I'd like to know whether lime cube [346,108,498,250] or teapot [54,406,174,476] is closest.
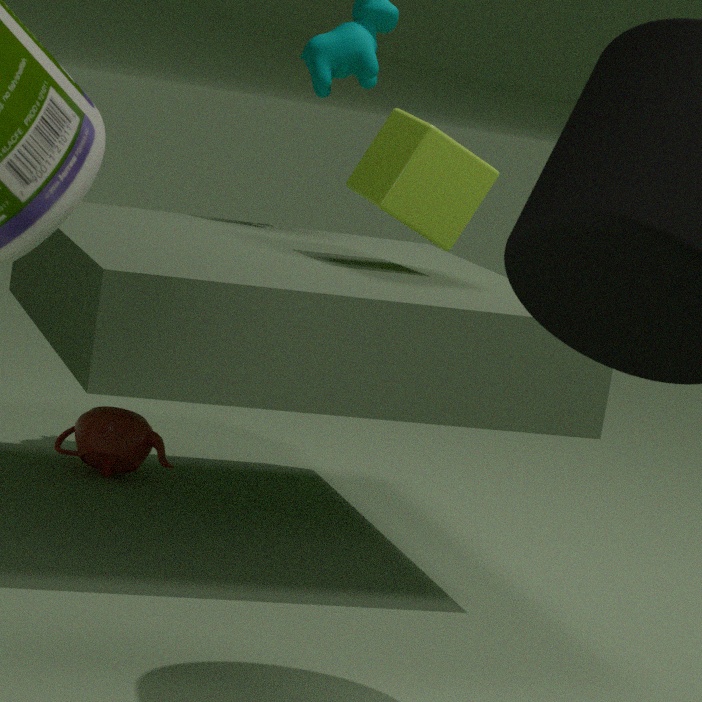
lime cube [346,108,498,250]
